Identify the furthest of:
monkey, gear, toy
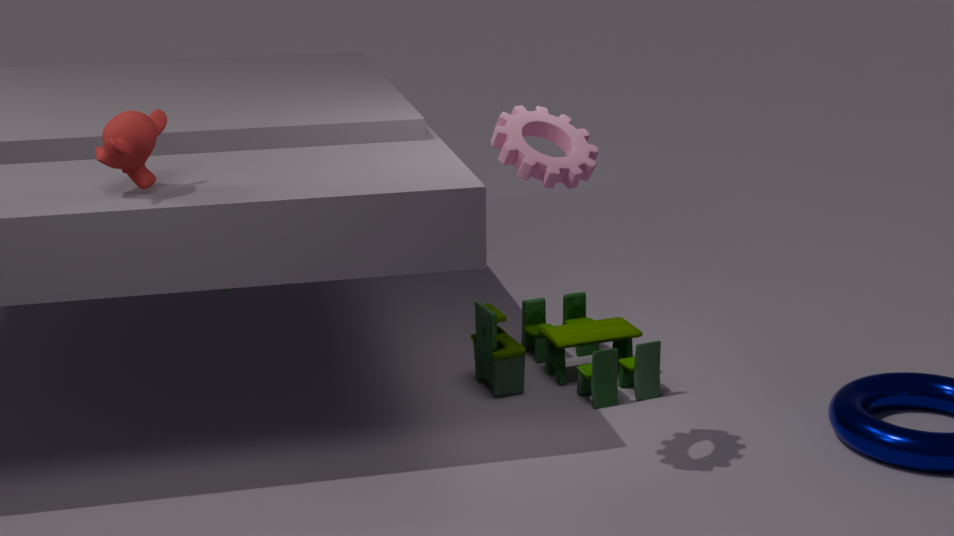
toy
